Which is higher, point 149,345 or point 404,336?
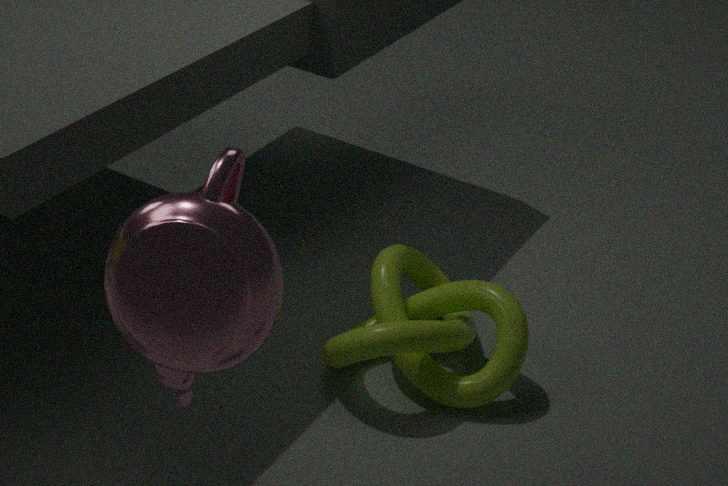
point 149,345
